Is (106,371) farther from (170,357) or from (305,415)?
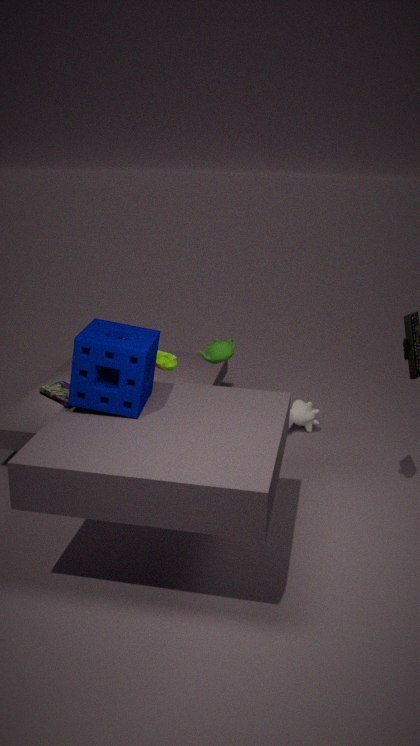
(305,415)
